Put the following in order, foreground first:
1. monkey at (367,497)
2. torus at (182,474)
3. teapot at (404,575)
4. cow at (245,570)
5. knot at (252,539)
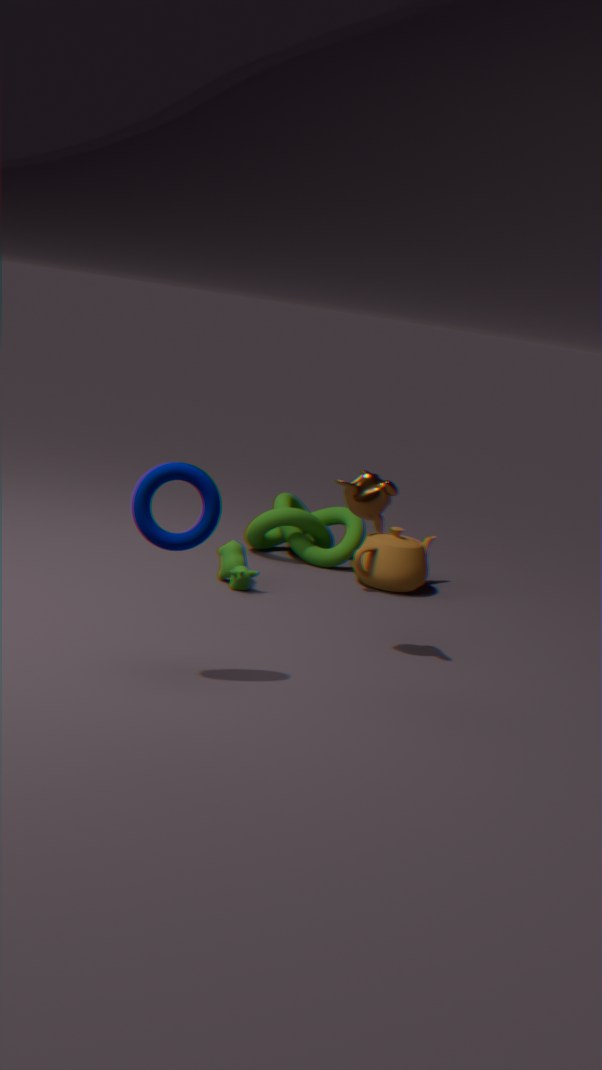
torus at (182,474), monkey at (367,497), cow at (245,570), teapot at (404,575), knot at (252,539)
